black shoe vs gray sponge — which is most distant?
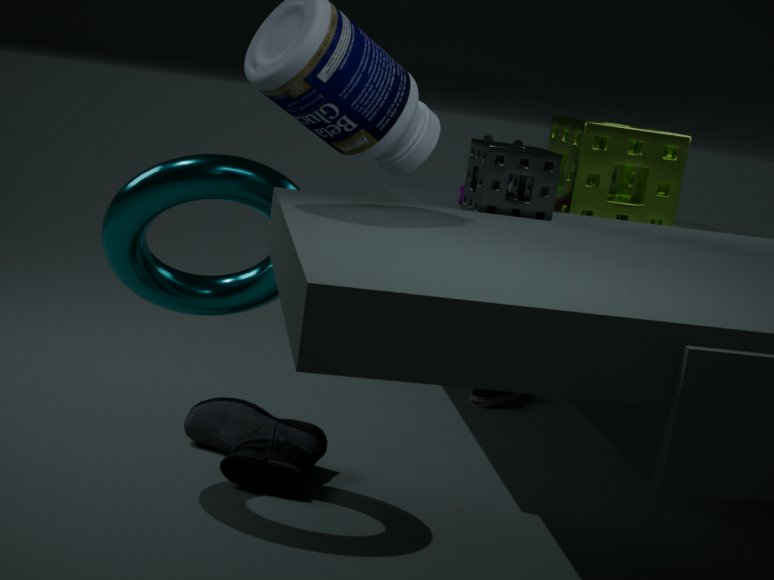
black shoe
